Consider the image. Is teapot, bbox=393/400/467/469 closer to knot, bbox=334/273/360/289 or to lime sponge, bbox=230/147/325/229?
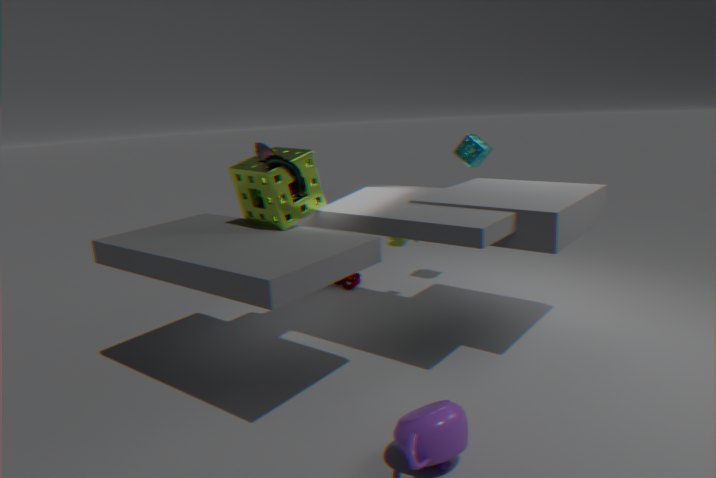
lime sponge, bbox=230/147/325/229
